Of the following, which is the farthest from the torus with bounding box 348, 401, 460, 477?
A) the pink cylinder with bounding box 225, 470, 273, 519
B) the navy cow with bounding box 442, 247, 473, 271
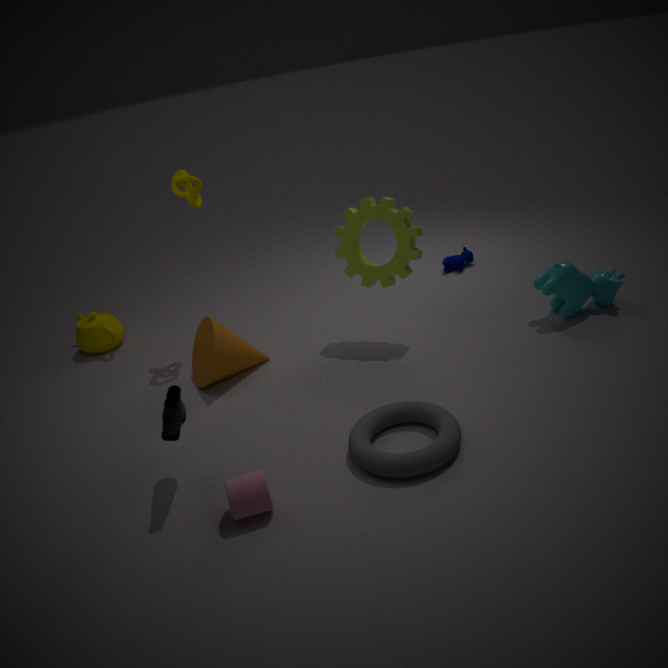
the navy cow with bounding box 442, 247, 473, 271
